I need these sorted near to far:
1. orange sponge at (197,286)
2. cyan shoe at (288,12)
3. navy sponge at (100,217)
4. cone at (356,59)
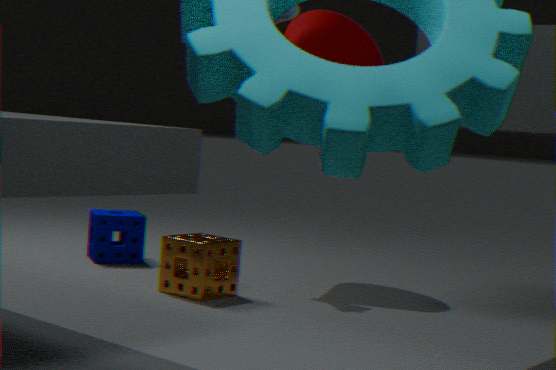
1. orange sponge at (197,286)
2. cyan shoe at (288,12)
3. cone at (356,59)
4. navy sponge at (100,217)
